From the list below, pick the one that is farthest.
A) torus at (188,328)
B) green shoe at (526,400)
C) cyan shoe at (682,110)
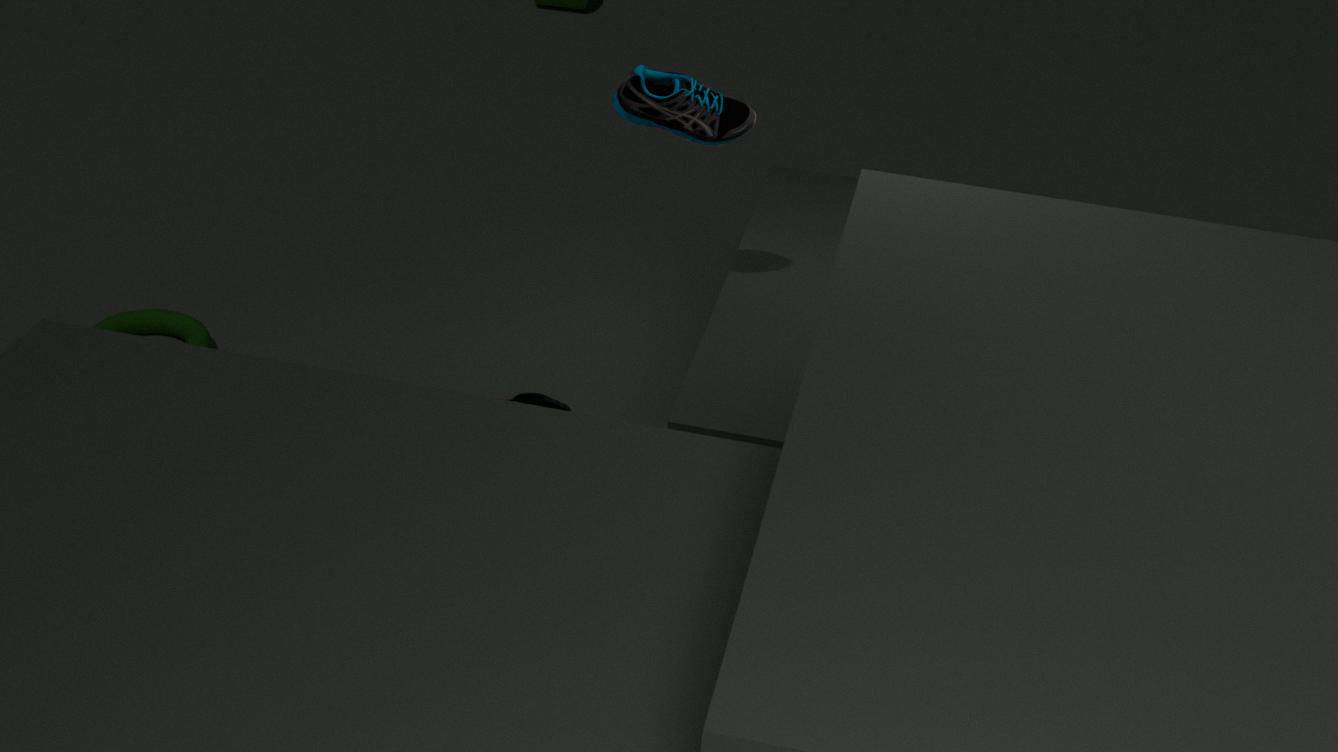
torus at (188,328)
